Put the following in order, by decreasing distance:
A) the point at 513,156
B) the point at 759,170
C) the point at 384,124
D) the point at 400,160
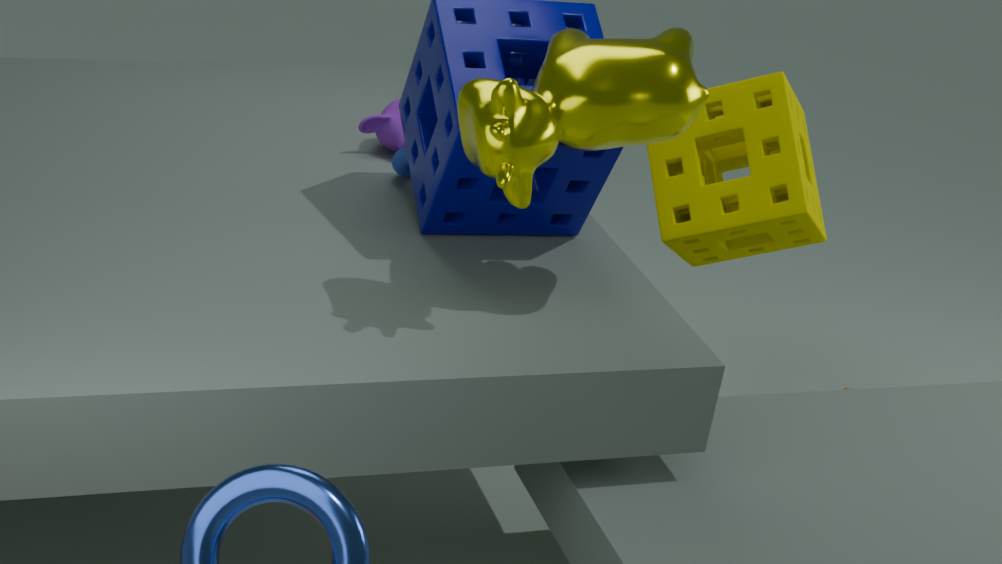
1. the point at 759,170
2. the point at 384,124
3. the point at 400,160
4. the point at 513,156
